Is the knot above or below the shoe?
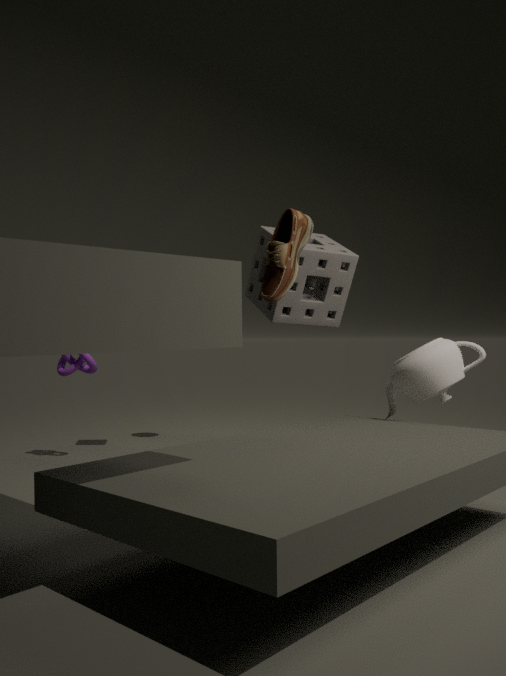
below
